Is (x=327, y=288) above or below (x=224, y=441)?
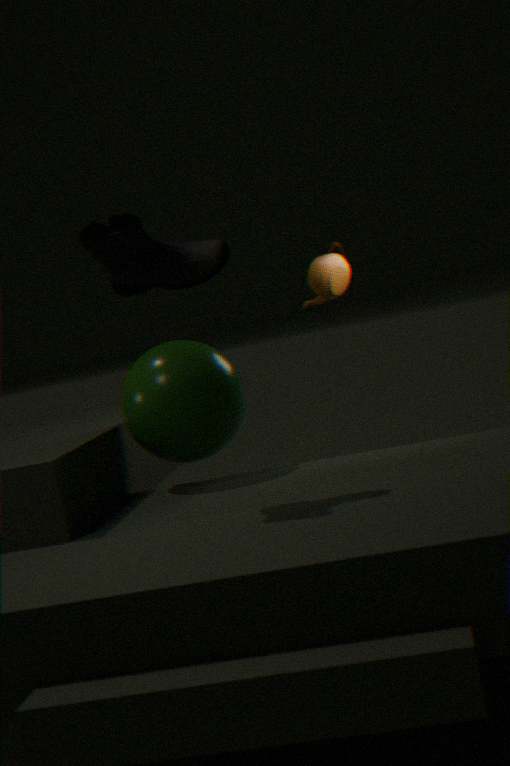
above
